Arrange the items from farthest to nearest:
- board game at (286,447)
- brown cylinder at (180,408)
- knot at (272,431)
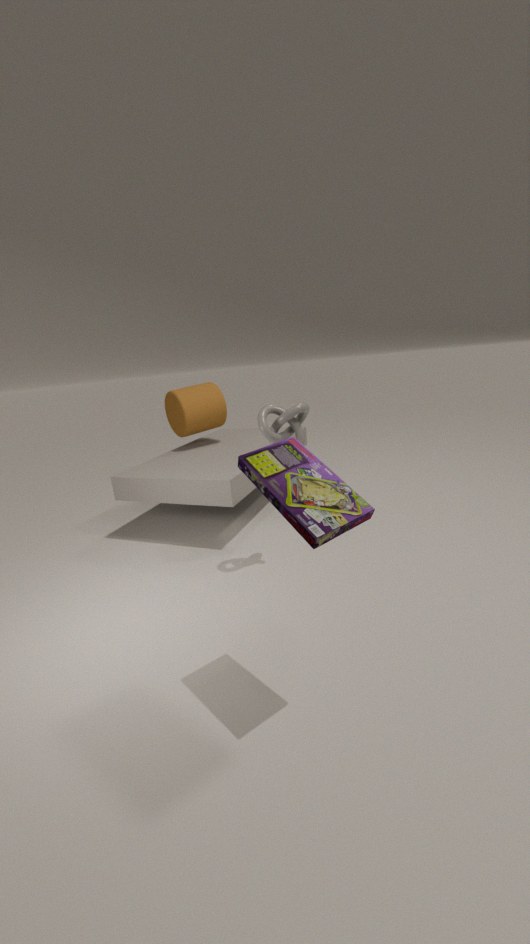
1. brown cylinder at (180,408)
2. knot at (272,431)
3. board game at (286,447)
